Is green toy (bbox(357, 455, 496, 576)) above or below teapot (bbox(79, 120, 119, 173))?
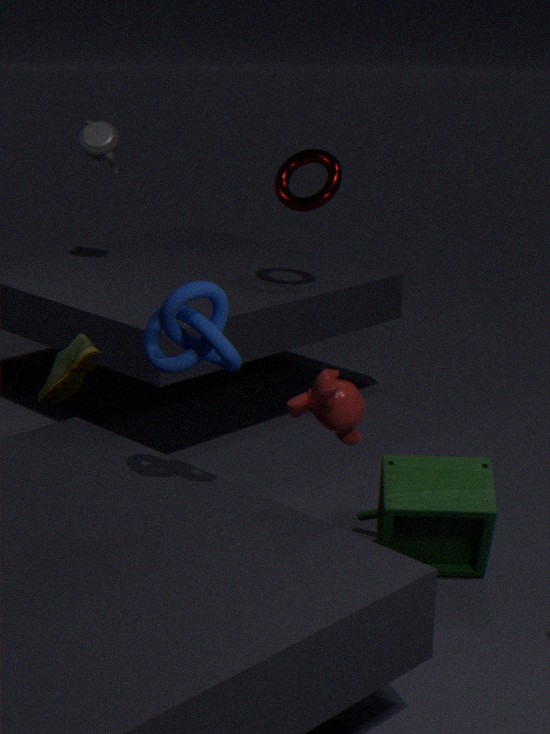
below
